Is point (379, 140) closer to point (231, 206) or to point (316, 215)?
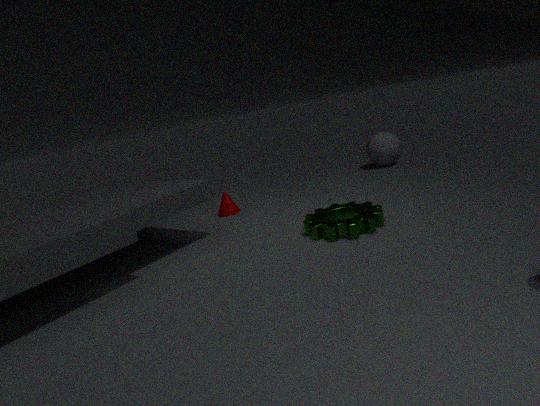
point (231, 206)
